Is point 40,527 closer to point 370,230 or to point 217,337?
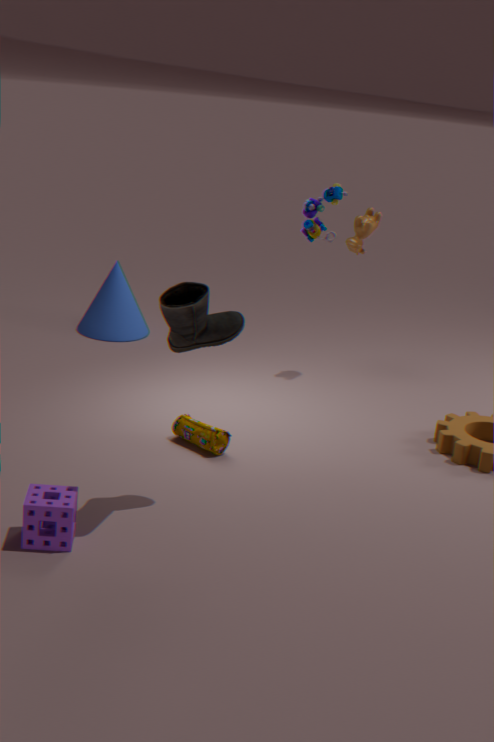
point 217,337
